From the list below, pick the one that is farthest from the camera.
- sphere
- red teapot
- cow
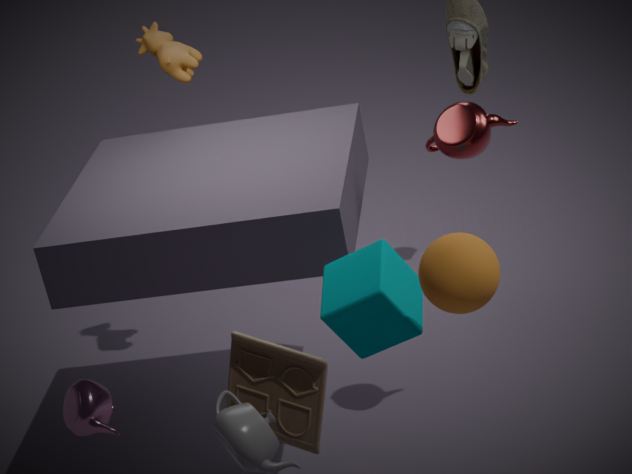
cow
